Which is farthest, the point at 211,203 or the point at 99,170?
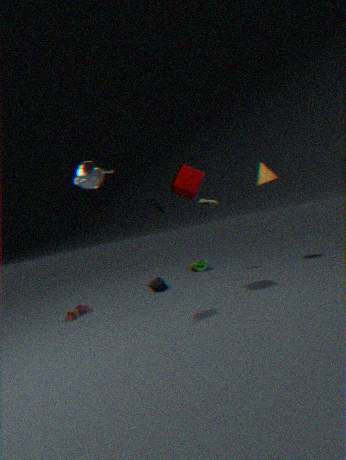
the point at 211,203
